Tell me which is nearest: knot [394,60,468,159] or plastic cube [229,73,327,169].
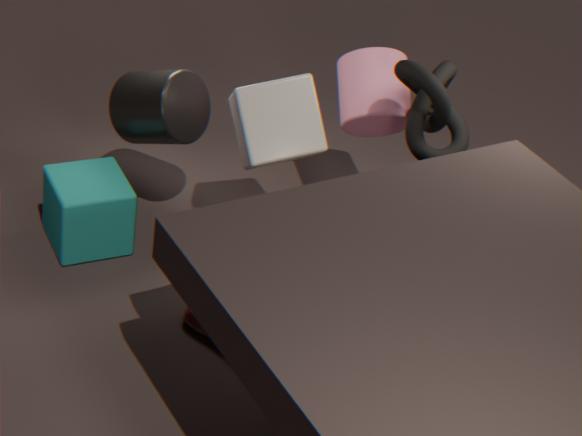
knot [394,60,468,159]
